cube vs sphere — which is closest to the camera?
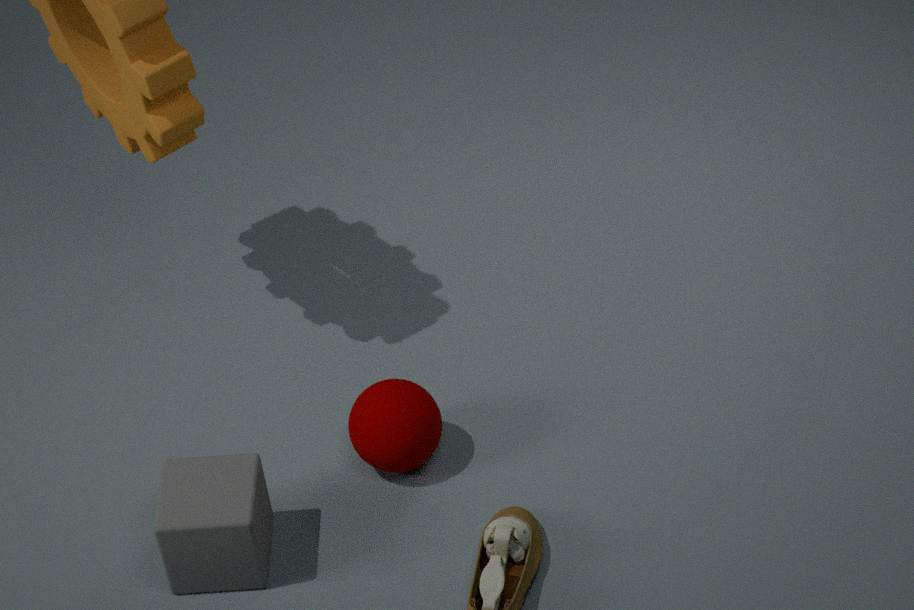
cube
